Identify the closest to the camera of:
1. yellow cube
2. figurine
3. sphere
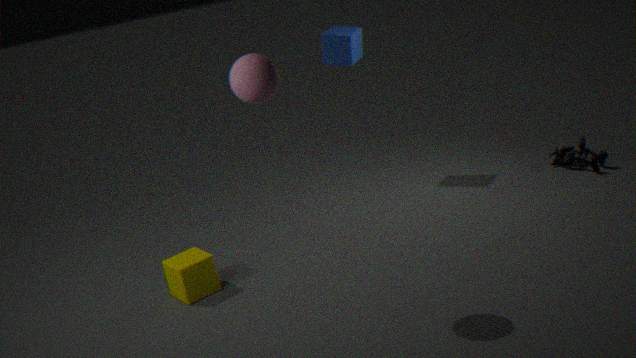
sphere
